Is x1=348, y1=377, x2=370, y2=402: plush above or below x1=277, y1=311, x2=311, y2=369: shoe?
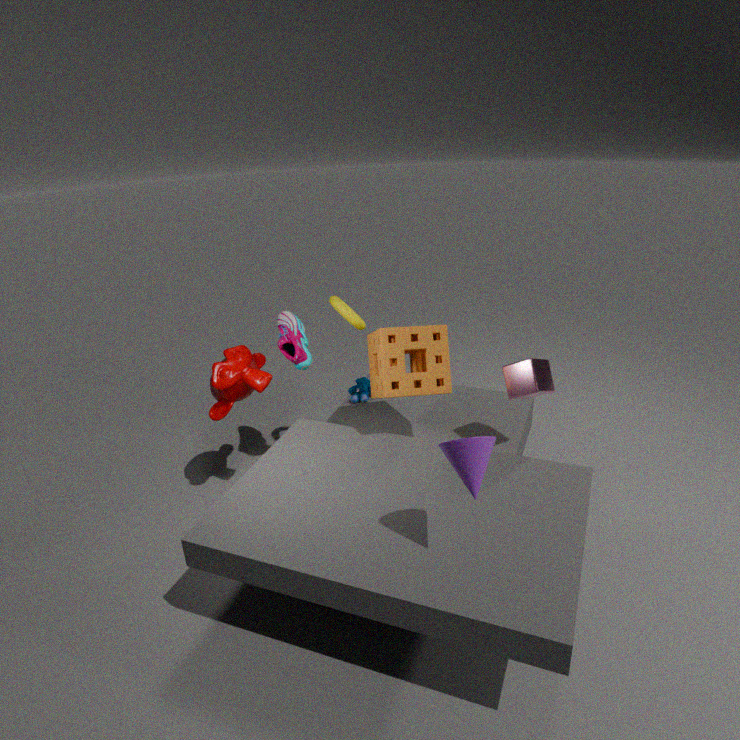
below
